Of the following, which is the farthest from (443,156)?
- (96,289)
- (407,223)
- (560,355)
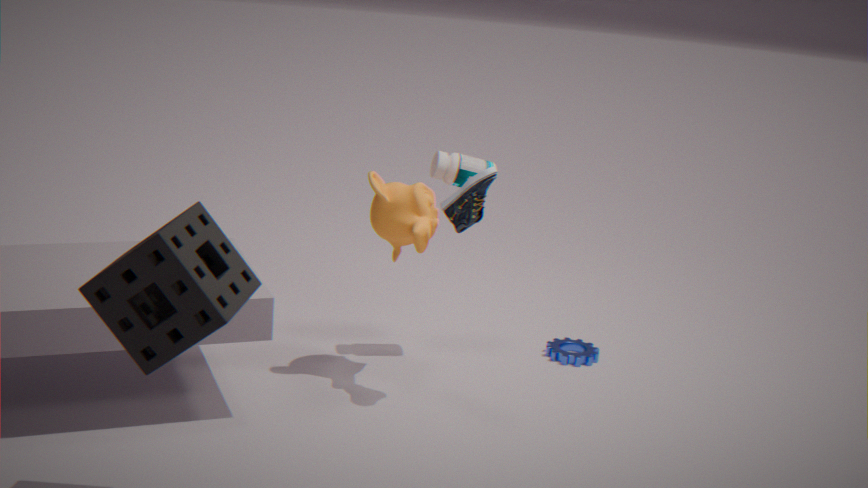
(96,289)
